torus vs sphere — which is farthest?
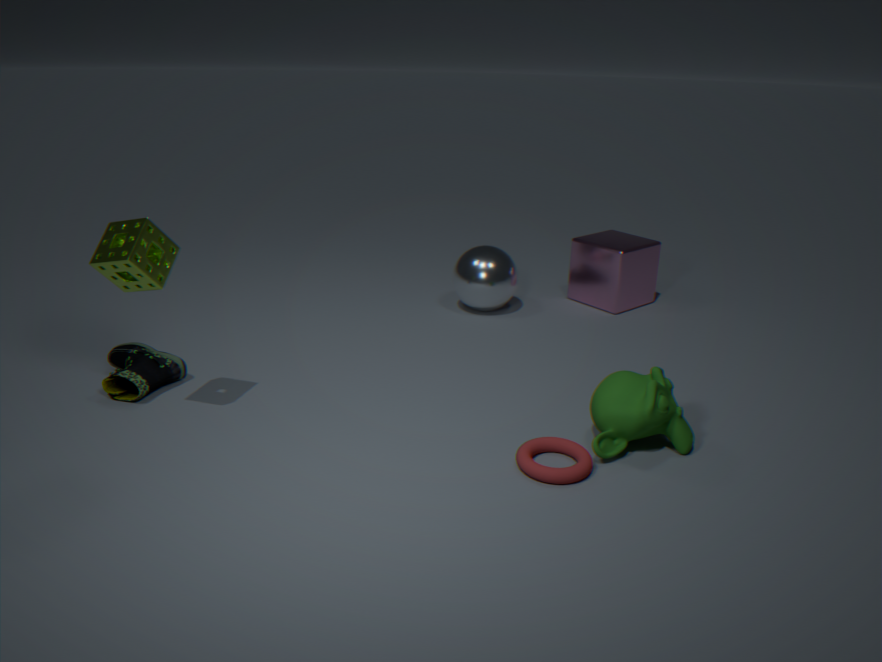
sphere
